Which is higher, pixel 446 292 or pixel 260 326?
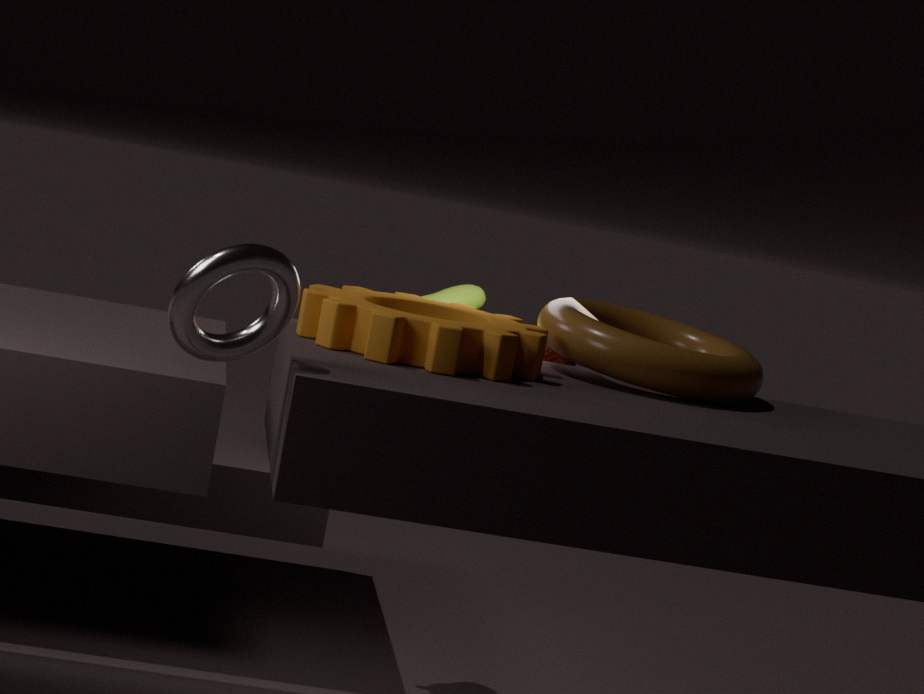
pixel 260 326
